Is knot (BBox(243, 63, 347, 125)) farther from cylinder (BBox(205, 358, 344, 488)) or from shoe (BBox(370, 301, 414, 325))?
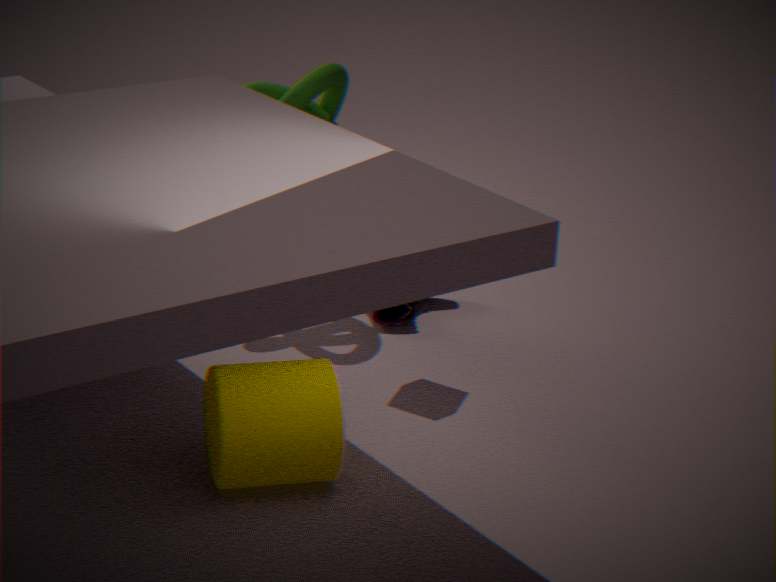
cylinder (BBox(205, 358, 344, 488))
